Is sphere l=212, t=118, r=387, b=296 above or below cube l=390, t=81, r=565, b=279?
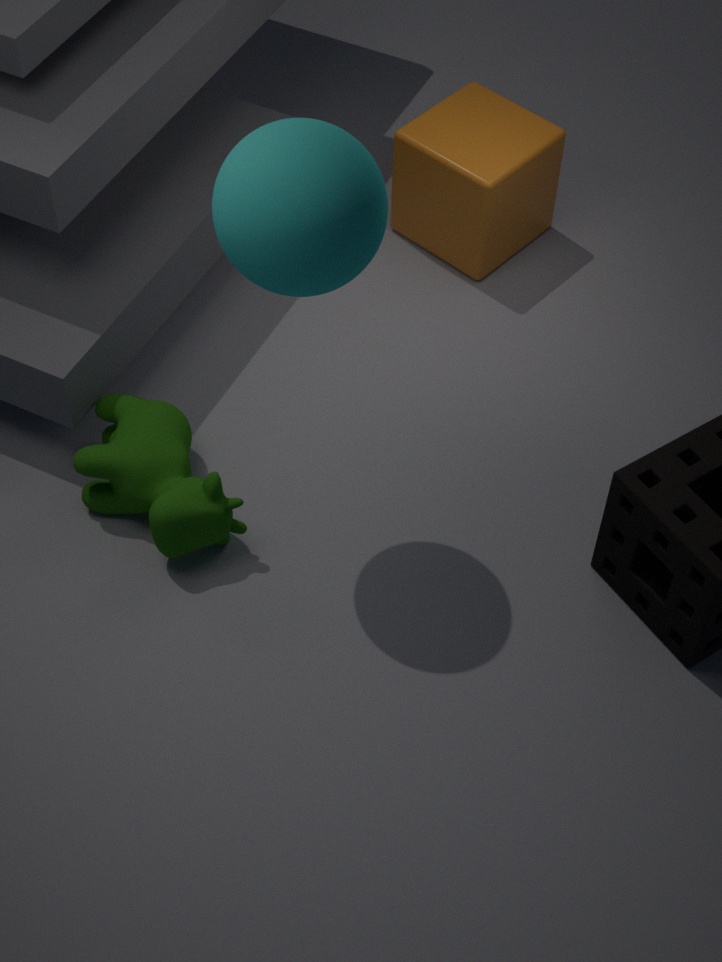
above
